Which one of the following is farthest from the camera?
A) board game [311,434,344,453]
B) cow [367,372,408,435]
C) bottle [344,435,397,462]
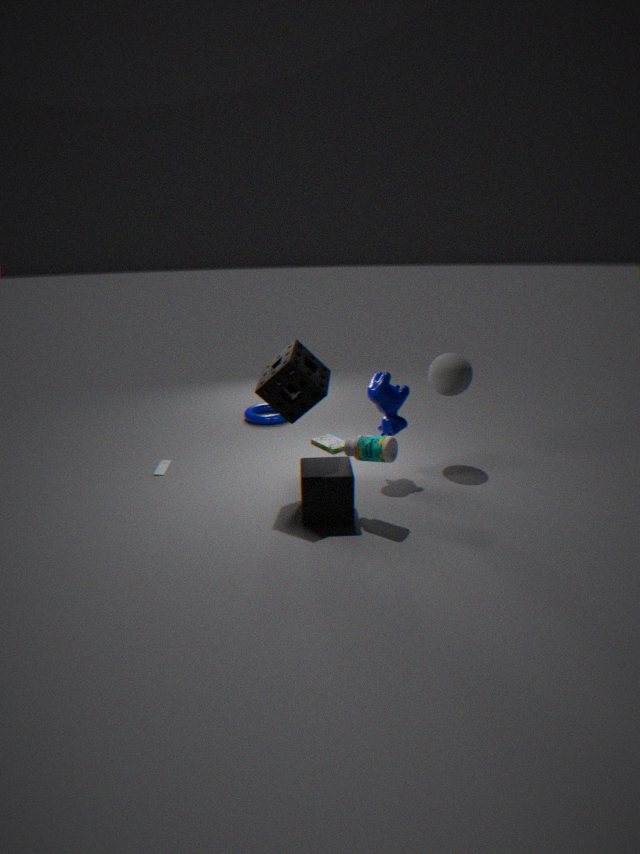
board game [311,434,344,453]
